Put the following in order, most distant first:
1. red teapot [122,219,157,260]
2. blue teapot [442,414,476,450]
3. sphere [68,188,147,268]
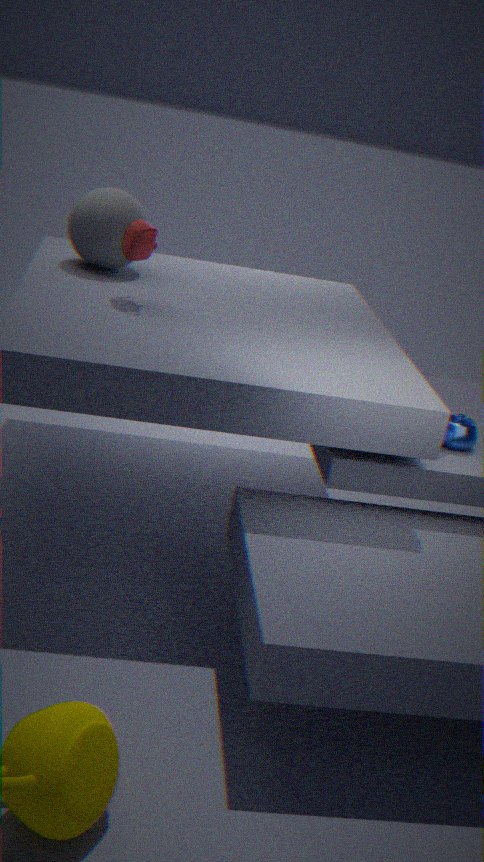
sphere [68,188,147,268], red teapot [122,219,157,260], blue teapot [442,414,476,450]
